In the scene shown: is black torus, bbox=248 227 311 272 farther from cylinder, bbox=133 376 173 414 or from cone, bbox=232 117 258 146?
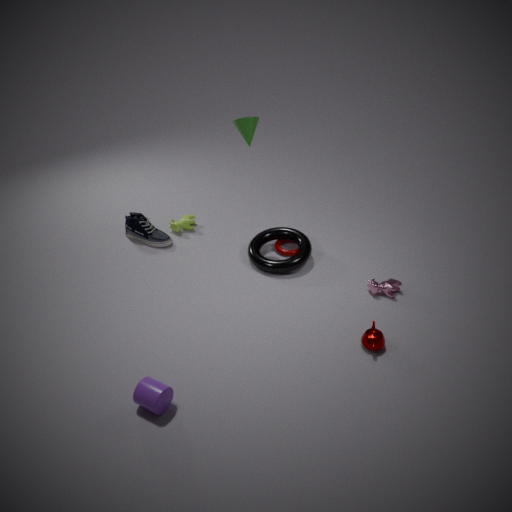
cylinder, bbox=133 376 173 414
